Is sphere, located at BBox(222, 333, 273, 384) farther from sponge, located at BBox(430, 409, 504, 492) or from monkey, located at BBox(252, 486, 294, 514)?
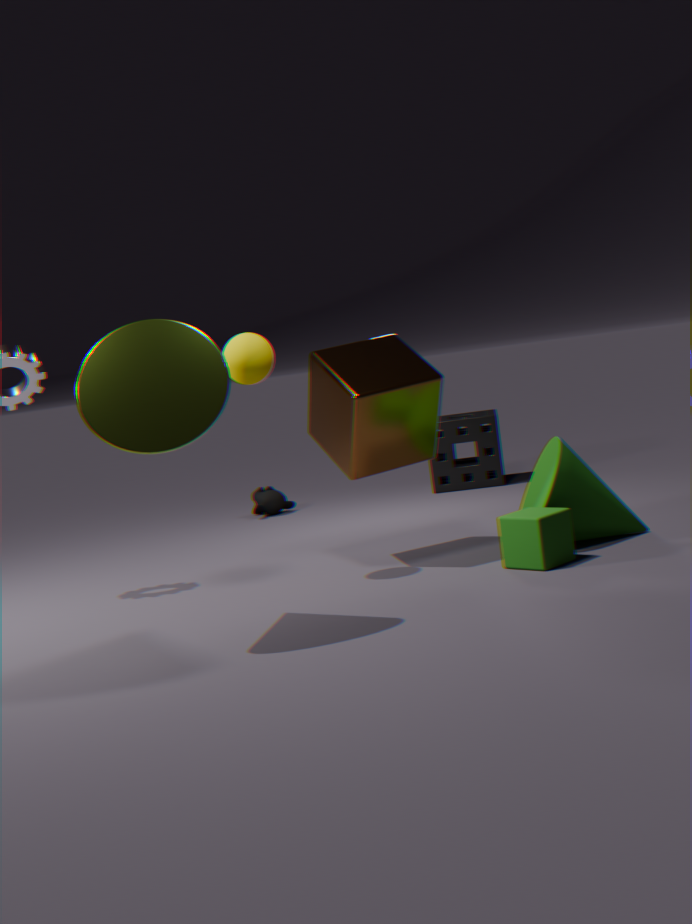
sponge, located at BBox(430, 409, 504, 492)
